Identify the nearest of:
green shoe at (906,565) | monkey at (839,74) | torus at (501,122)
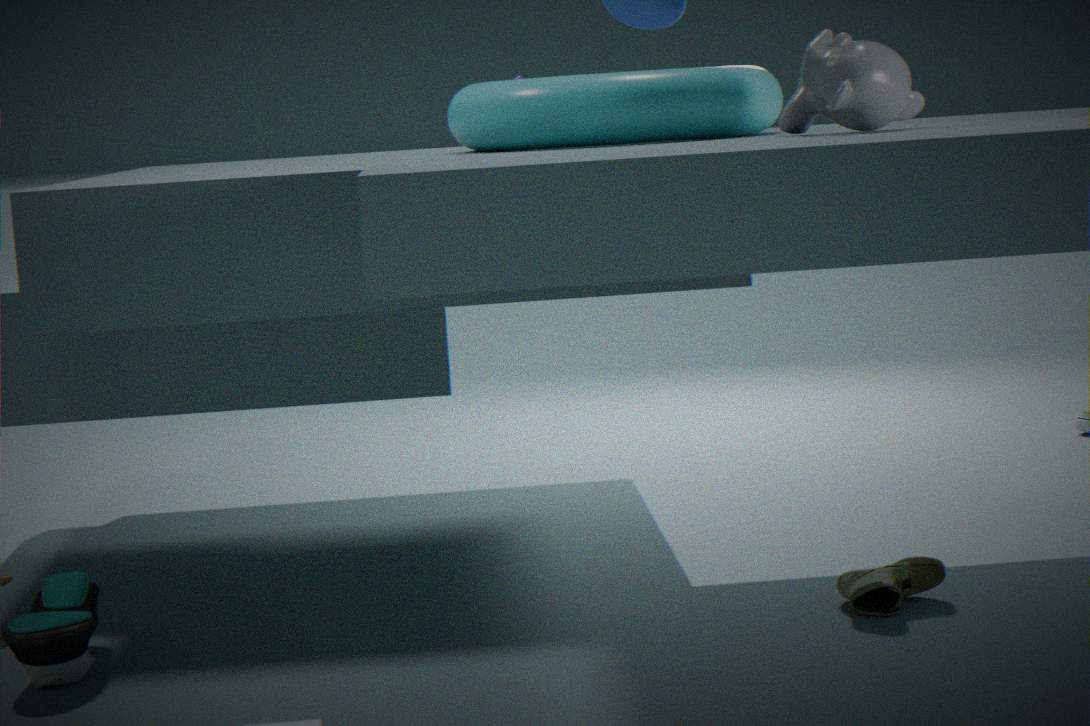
monkey at (839,74)
